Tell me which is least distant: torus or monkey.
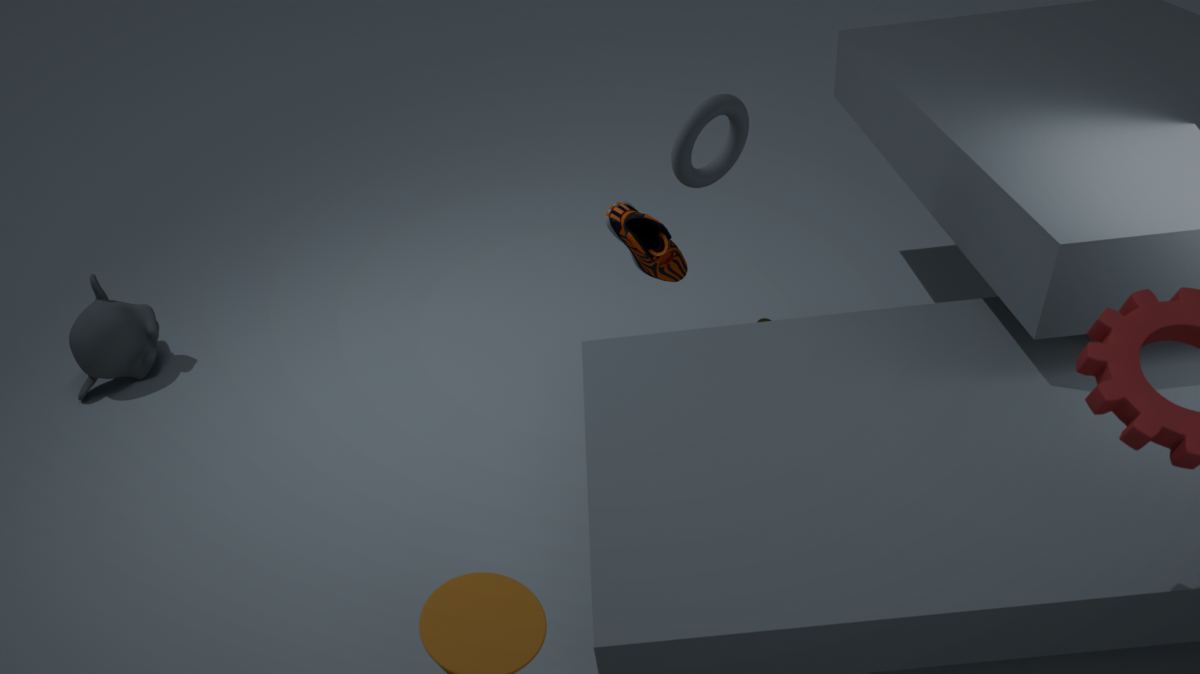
torus
